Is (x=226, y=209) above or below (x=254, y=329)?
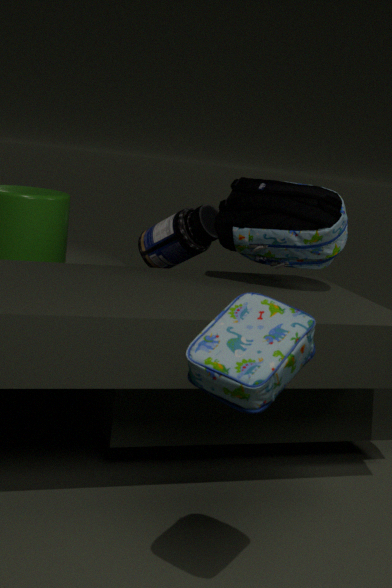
above
